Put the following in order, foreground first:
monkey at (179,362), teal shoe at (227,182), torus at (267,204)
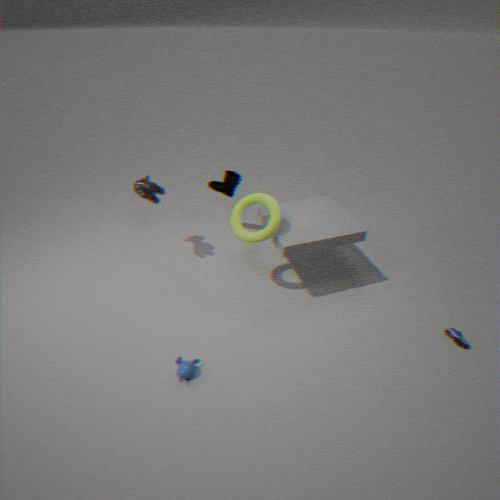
monkey at (179,362) < torus at (267,204) < teal shoe at (227,182)
